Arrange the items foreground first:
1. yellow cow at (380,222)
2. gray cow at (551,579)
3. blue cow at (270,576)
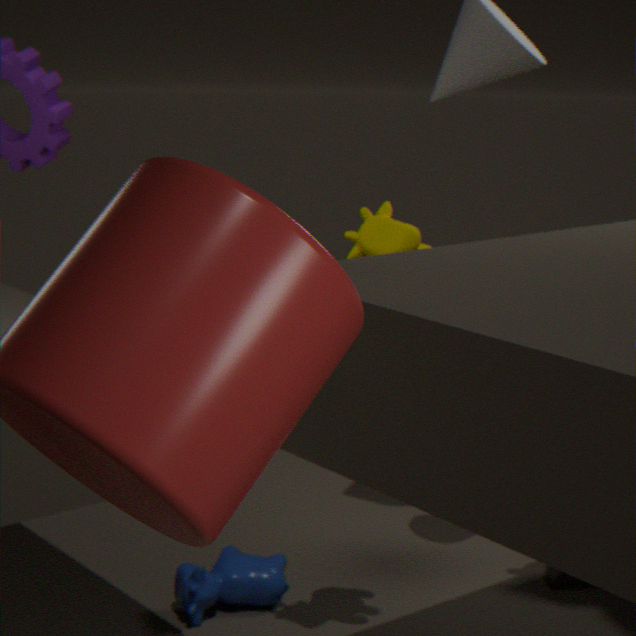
yellow cow at (380,222)
blue cow at (270,576)
gray cow at (551,579)
